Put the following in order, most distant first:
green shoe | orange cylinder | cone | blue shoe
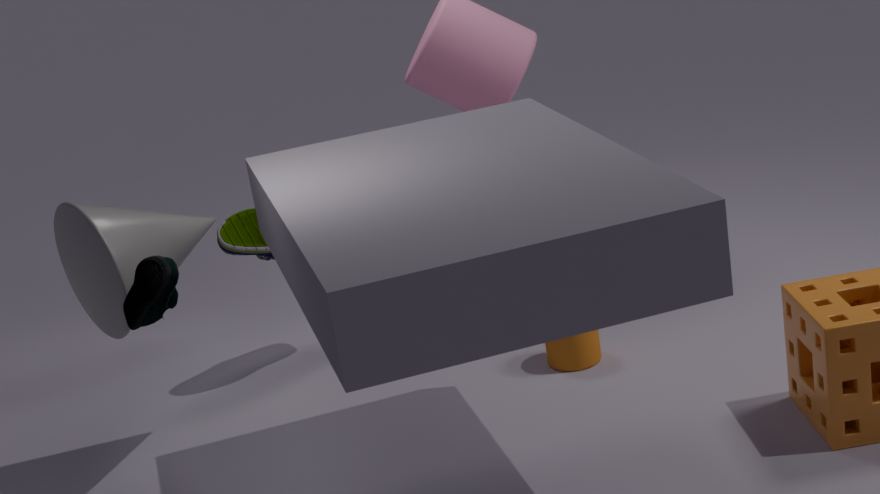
green shoe → orange cylinder → cone → blue shoe
